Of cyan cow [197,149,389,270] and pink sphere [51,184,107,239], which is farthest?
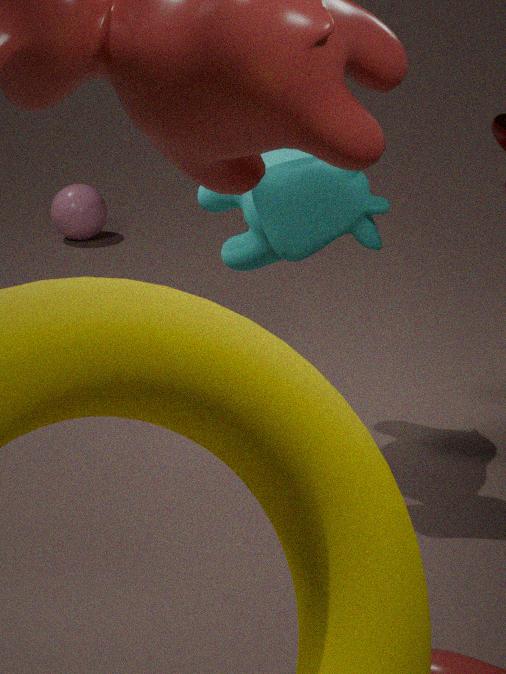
pink sphere [51,184,107,239]
